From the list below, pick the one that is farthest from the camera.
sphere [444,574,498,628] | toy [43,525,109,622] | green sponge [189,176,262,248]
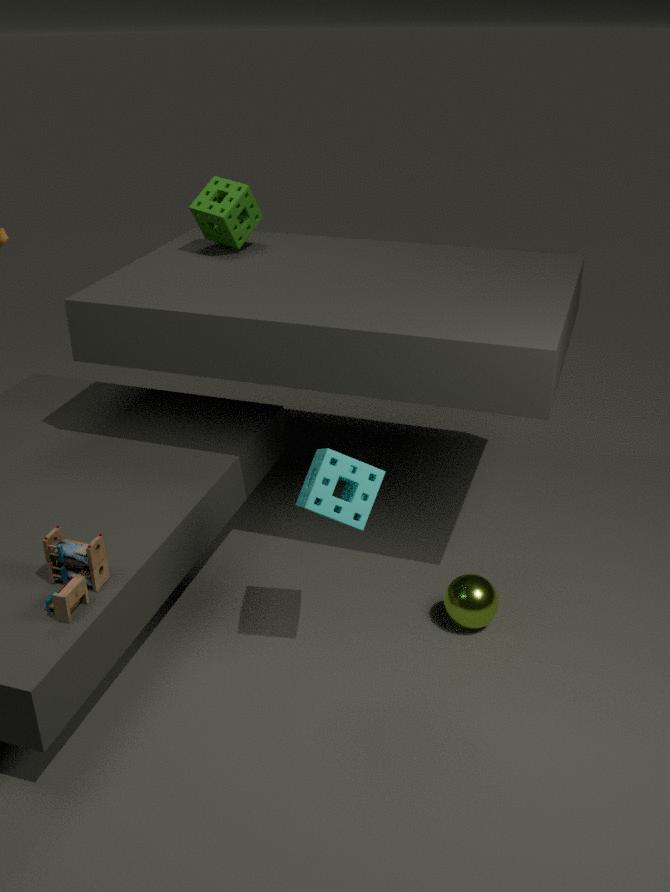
green sponge [189,176,262,248]
